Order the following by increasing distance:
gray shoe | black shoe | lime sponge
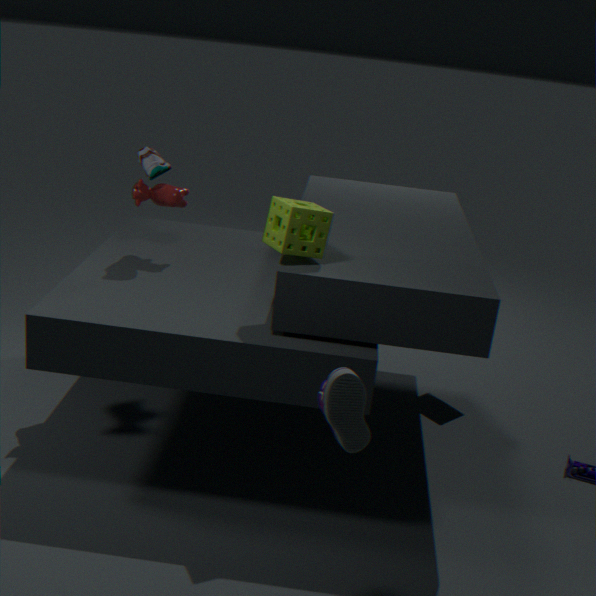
black shoe, lime sponge, gray shoe
